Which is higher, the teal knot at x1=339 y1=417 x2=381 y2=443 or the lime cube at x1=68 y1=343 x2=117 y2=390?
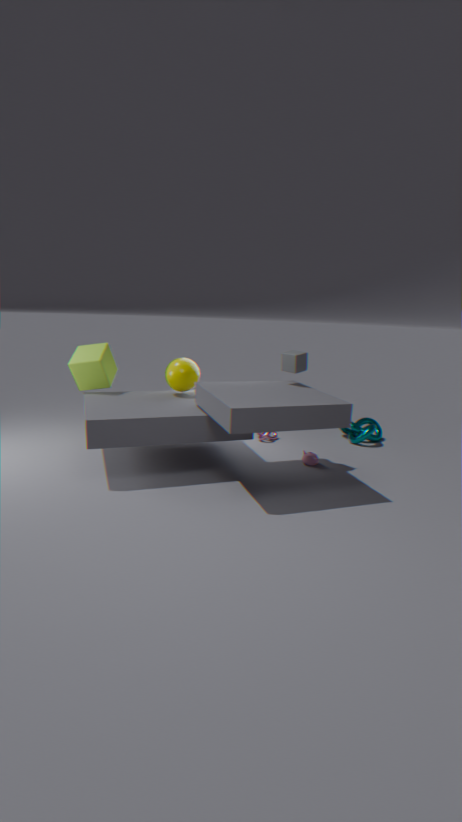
the lime cube at x1=68 y1=343 x2=117 y2=390
